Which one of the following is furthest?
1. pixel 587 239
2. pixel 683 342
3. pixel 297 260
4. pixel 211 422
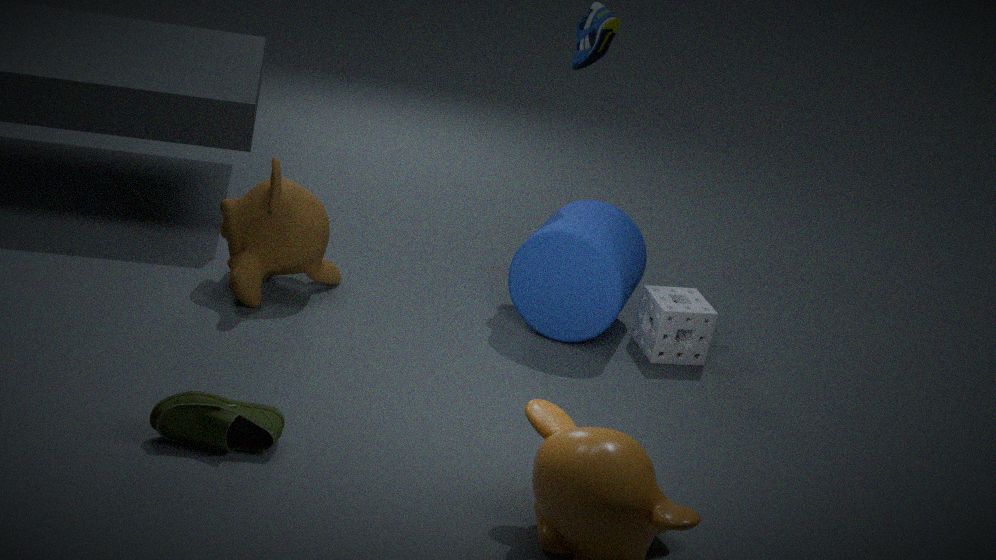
pixel 683 342
